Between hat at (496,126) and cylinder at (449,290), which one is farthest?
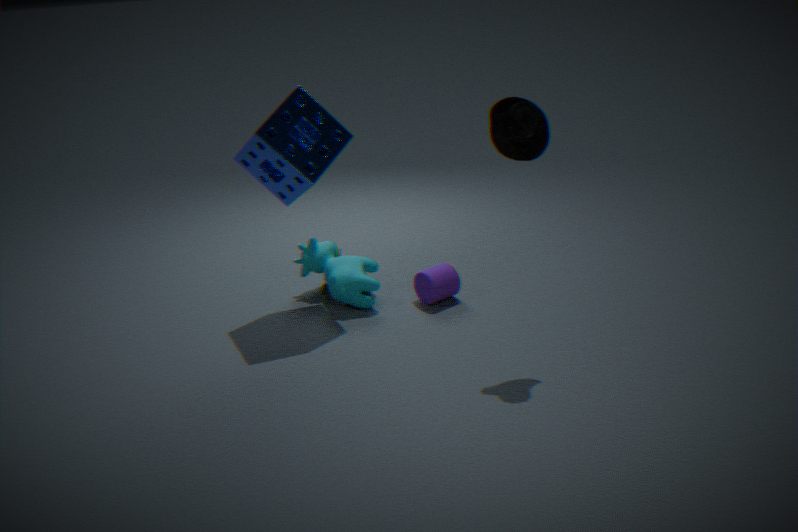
cylinder at (449,290)
